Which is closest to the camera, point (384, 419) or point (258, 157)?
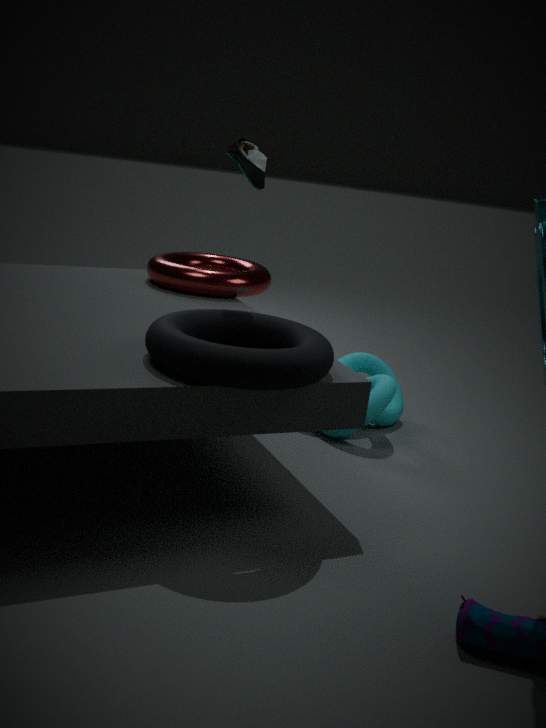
point (258, 157)
